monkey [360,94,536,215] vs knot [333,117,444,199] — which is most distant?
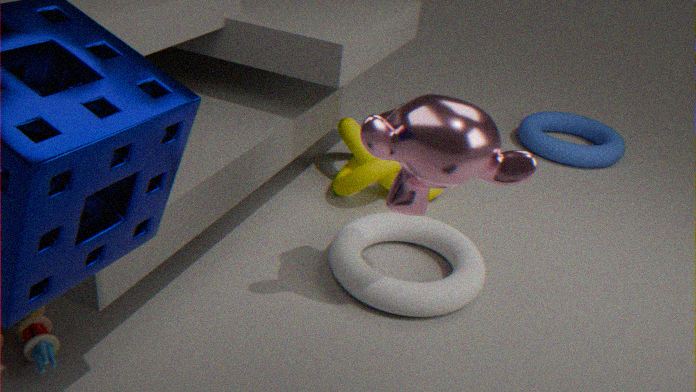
knot [333,117,444,199]
